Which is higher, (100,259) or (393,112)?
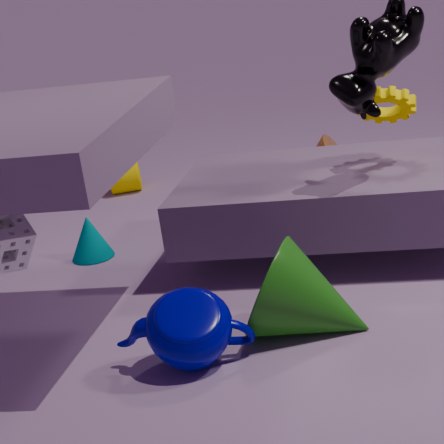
(393,112)
